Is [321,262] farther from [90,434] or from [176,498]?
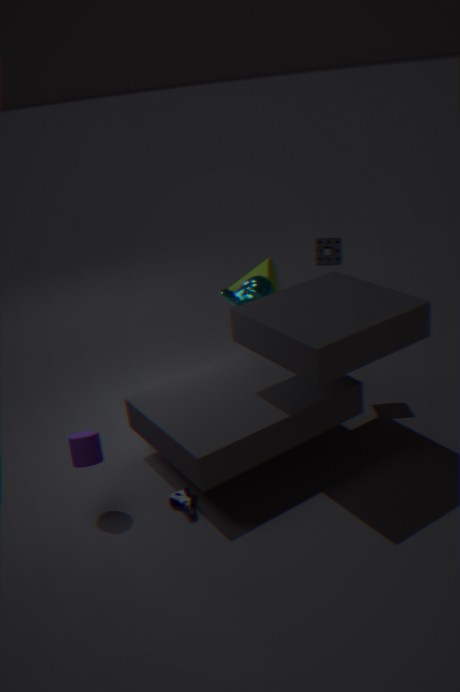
[90,434]
